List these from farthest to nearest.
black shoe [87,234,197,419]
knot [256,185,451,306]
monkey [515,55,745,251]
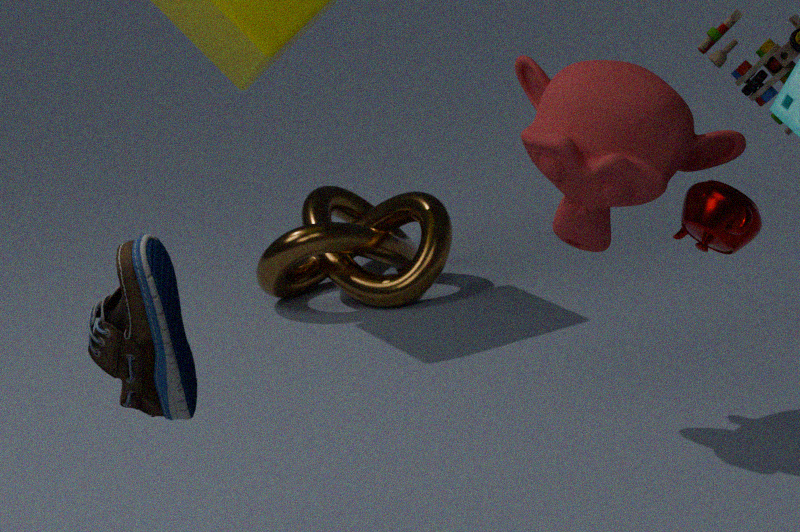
1. knot [256,185,451,306]
2. monkey [515,55,745,251]
3. black shoe [87,234,197,419]
